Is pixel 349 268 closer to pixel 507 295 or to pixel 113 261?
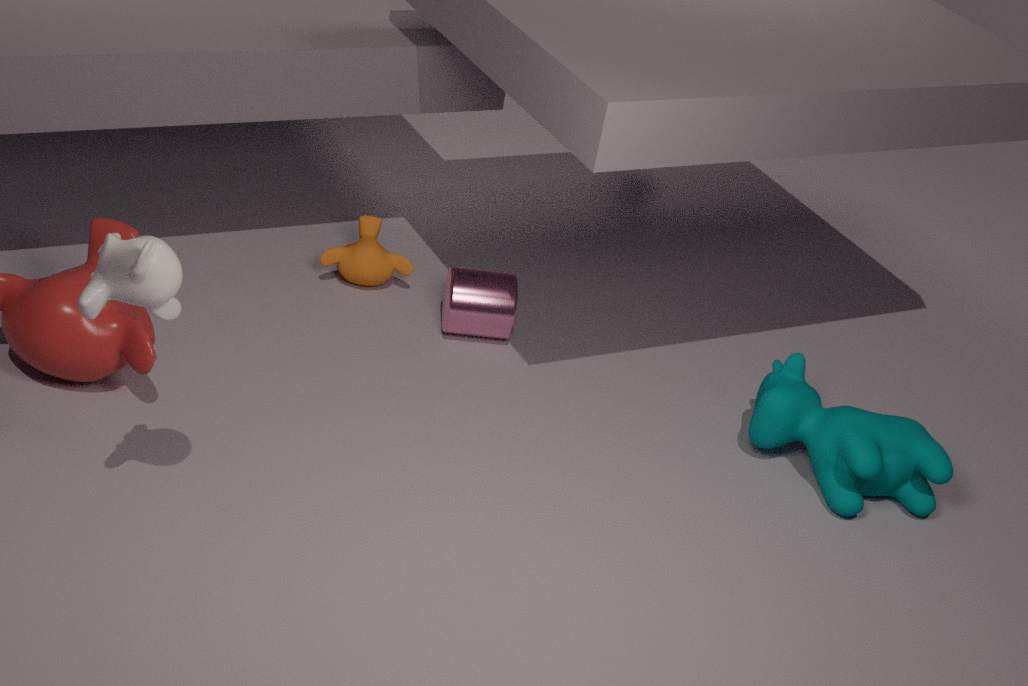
pixel 507 295
